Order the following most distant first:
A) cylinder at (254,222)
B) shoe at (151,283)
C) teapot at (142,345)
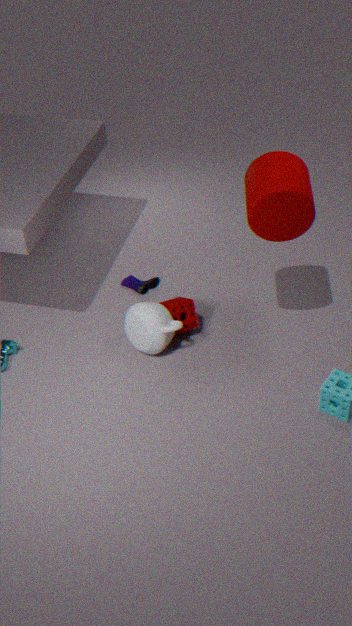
B. shoe at (151,283) < C. teapot at (142,345) < A. cylinder at (254,222)
